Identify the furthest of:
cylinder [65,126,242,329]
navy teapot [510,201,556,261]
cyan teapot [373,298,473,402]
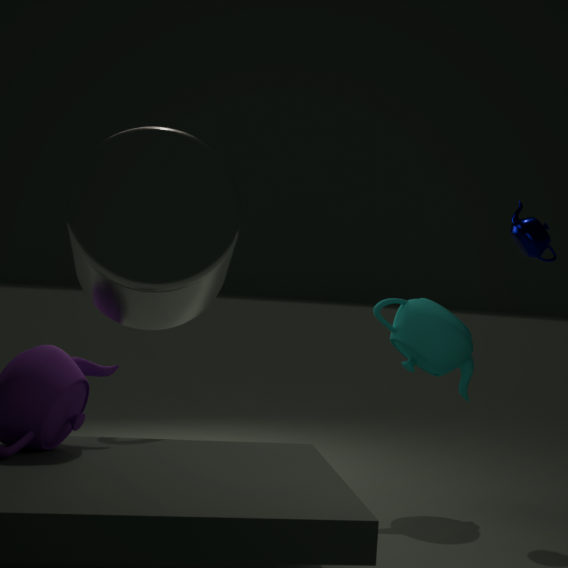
cyan teapot [373,298,473,402]
